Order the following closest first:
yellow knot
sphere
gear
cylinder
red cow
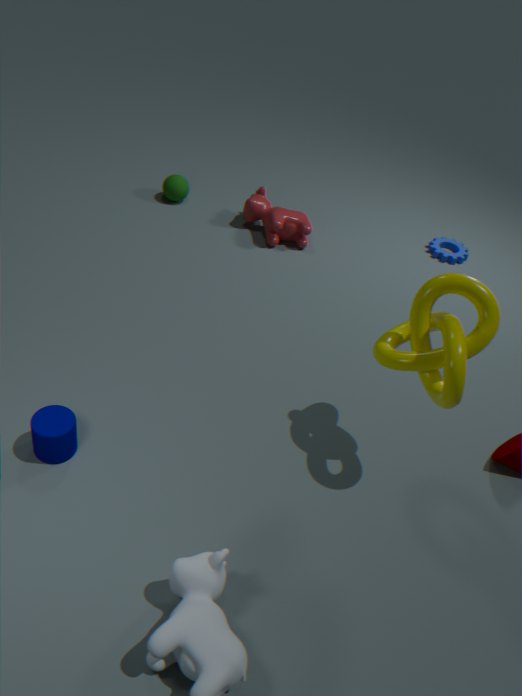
1. yellow knot
2. cylinder
3. red cow
4. sphere
5. gear
